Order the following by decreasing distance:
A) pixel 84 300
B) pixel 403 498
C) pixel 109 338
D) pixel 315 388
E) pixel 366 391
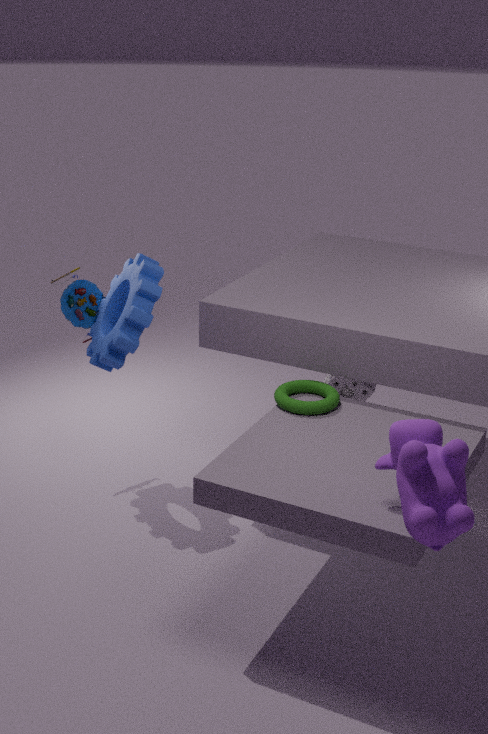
pixel 84 300 → pixel 366 391 → pixel 109 338 → pixel 315 388 → pixel 403 498
